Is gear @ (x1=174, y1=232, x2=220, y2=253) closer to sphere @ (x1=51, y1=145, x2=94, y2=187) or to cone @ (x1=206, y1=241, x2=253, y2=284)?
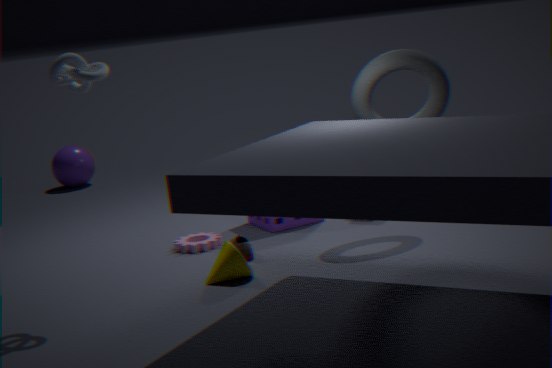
cone @ (x1=206, y1=241, x2=253, y2=284)
